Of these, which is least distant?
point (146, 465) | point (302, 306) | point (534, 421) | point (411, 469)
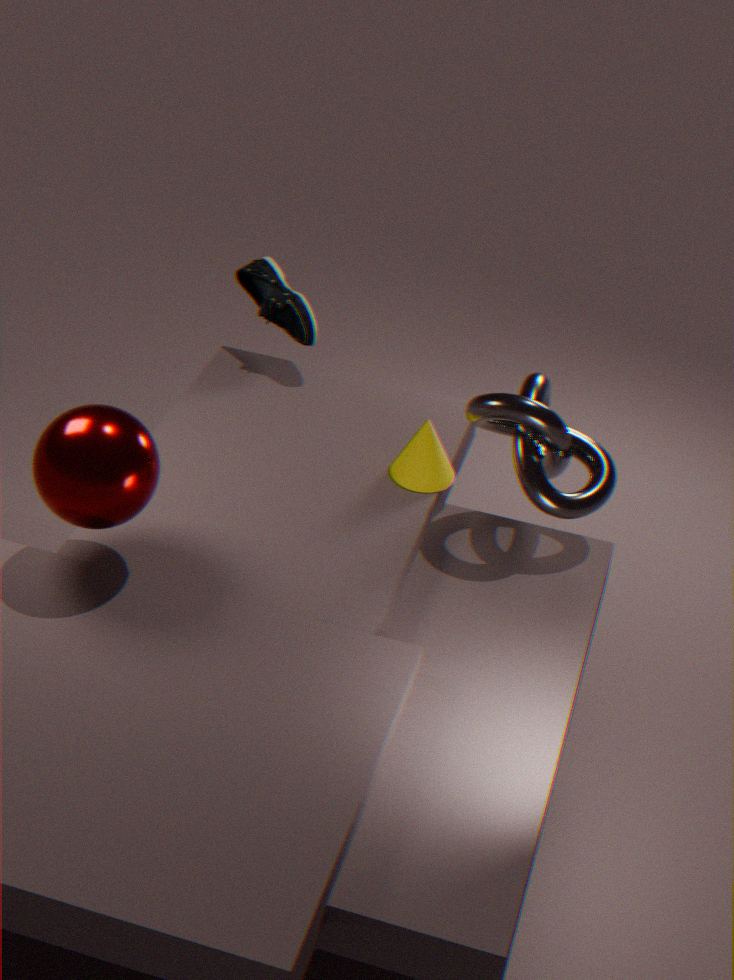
point (146, 465)
